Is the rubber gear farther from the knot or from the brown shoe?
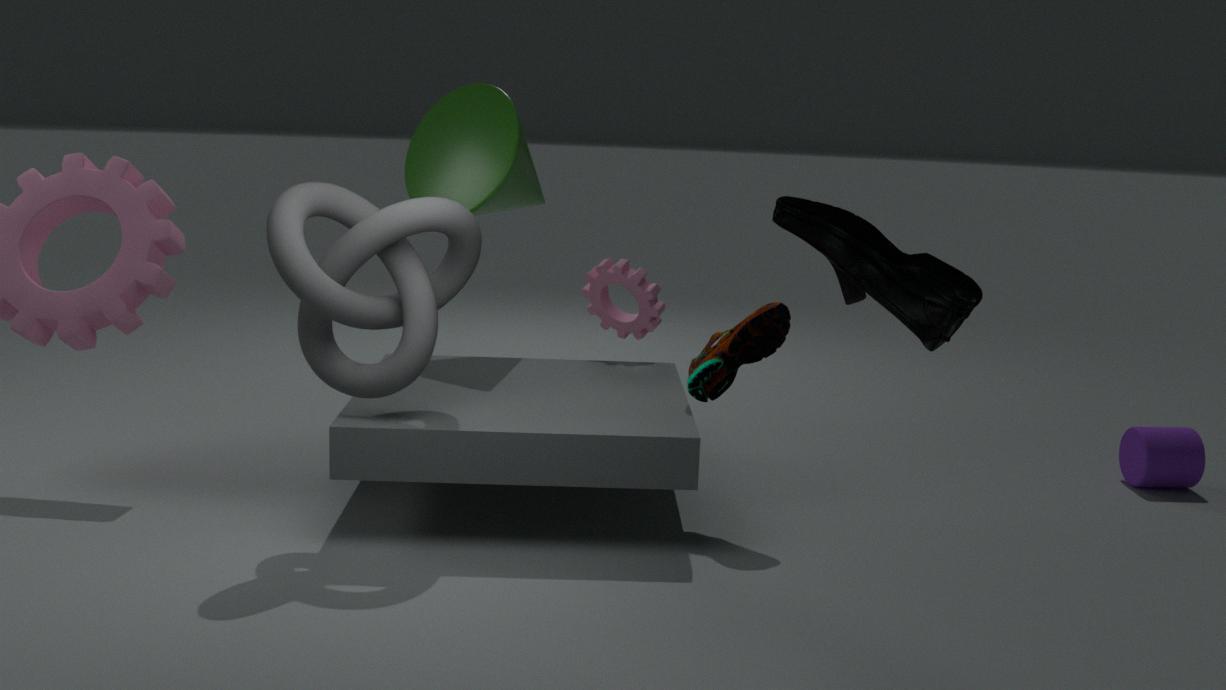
the knot
